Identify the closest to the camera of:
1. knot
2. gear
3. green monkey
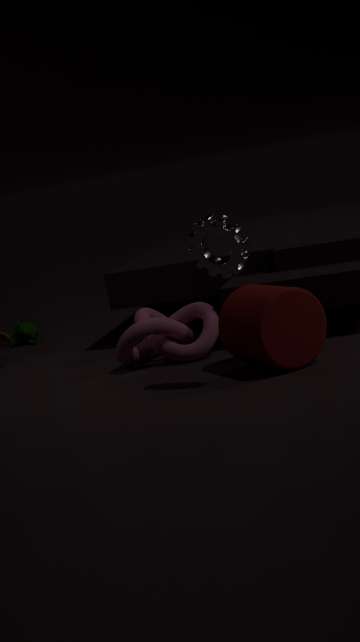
gear
